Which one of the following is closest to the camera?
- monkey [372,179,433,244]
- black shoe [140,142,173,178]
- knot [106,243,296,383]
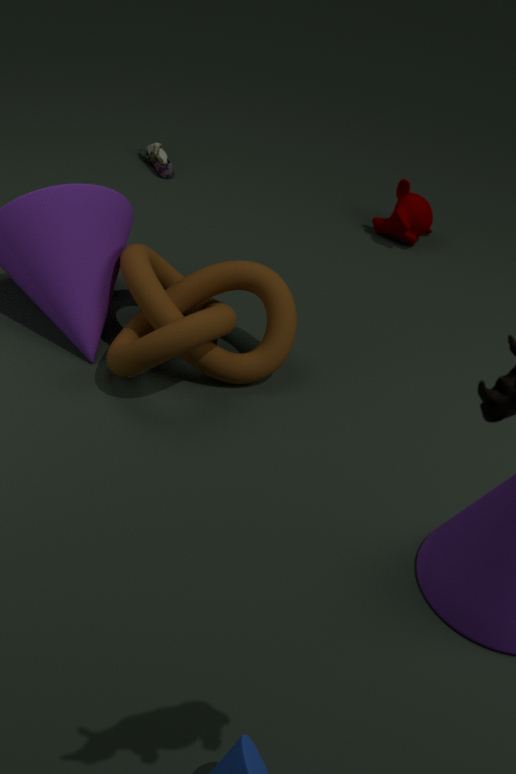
knot [106,243,296,383]
